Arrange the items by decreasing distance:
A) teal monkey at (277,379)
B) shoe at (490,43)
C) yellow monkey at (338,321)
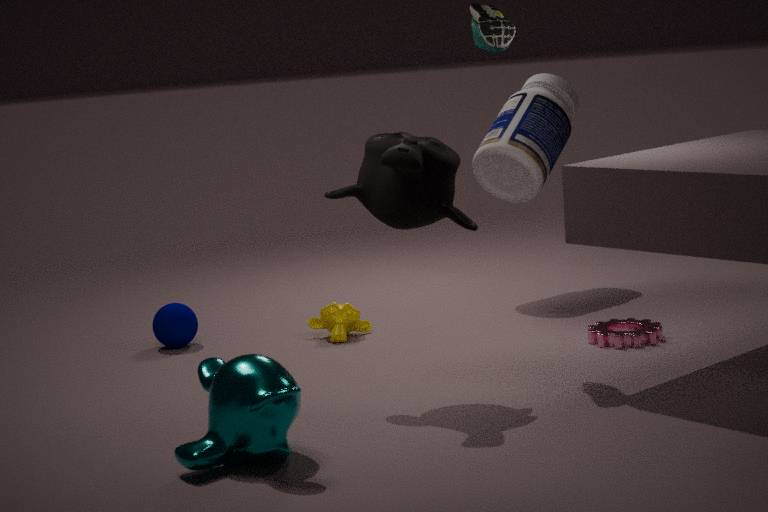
1. yellow monkey at (338,321)
2. shoe at (490,43)
3. teal monkey at (277,379)
